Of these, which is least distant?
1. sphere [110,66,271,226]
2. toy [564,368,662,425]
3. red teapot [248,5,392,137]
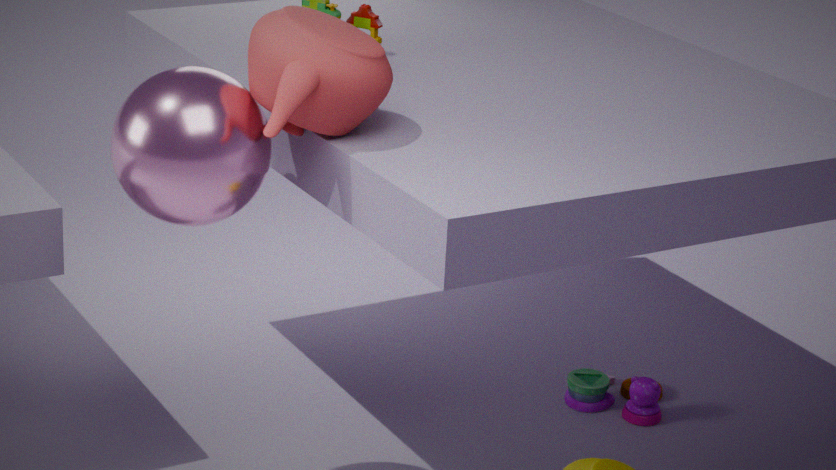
red teapot [248,5,392,137]
